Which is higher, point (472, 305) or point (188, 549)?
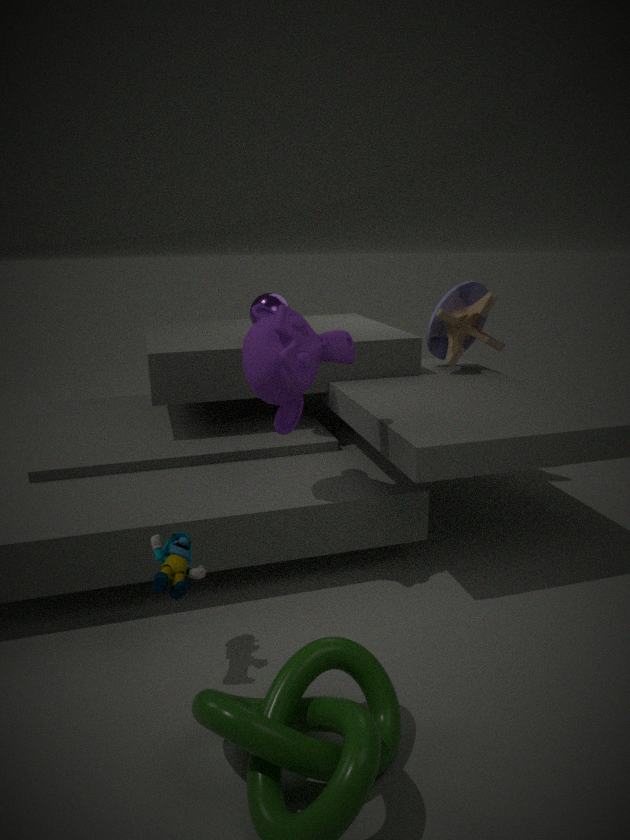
point (472, 305)
